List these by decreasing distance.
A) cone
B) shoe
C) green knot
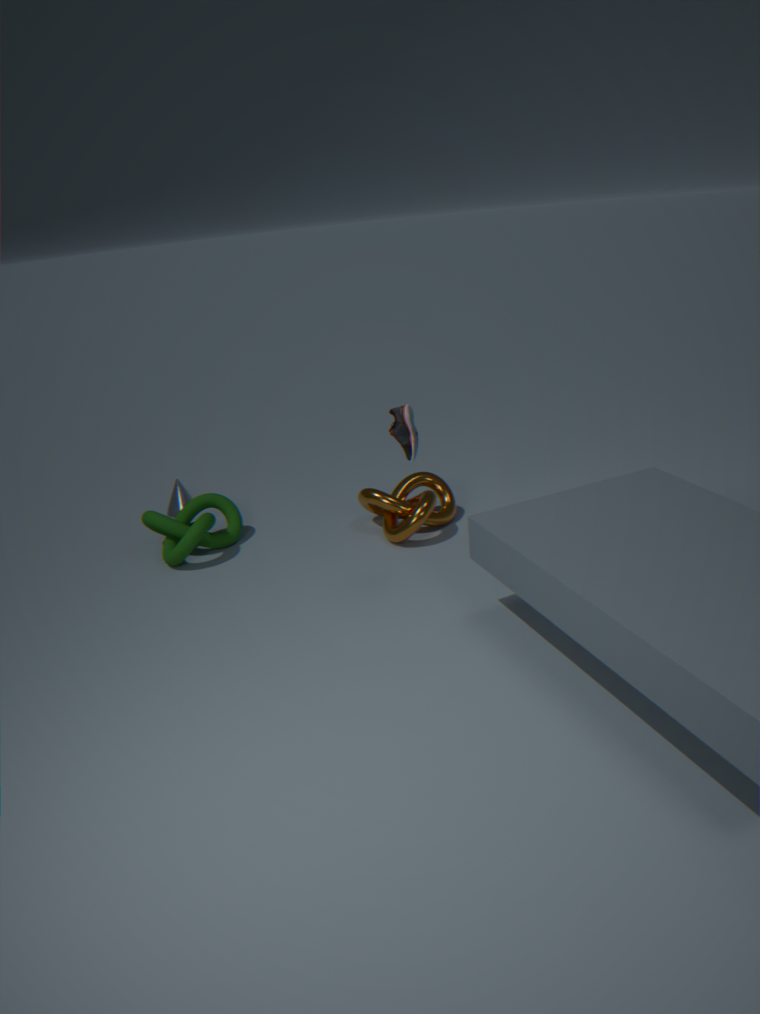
cone, green knot, shoe
